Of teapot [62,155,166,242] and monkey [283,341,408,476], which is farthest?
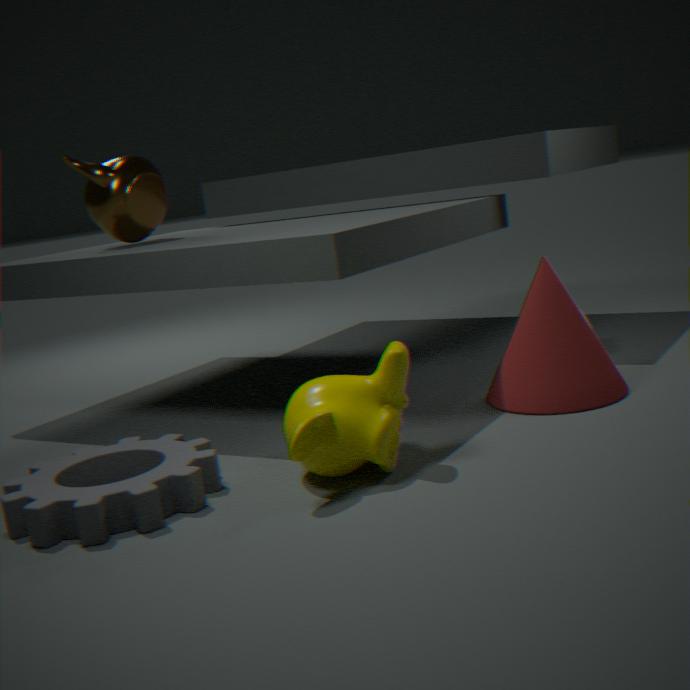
teapot [62,155,166,242]
